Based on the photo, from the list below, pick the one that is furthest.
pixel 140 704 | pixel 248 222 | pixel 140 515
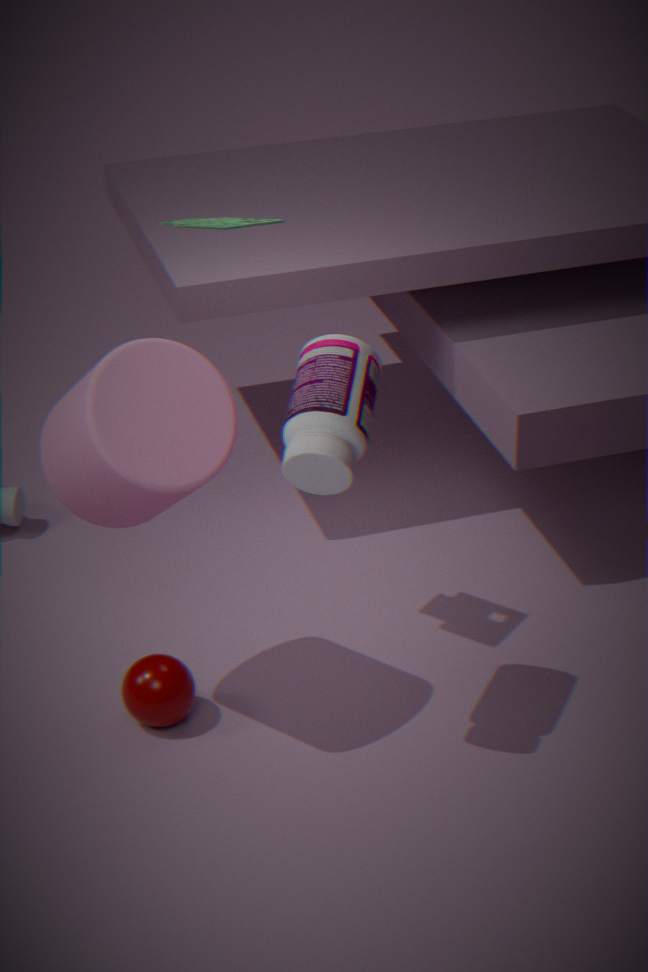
pixel 140 704
